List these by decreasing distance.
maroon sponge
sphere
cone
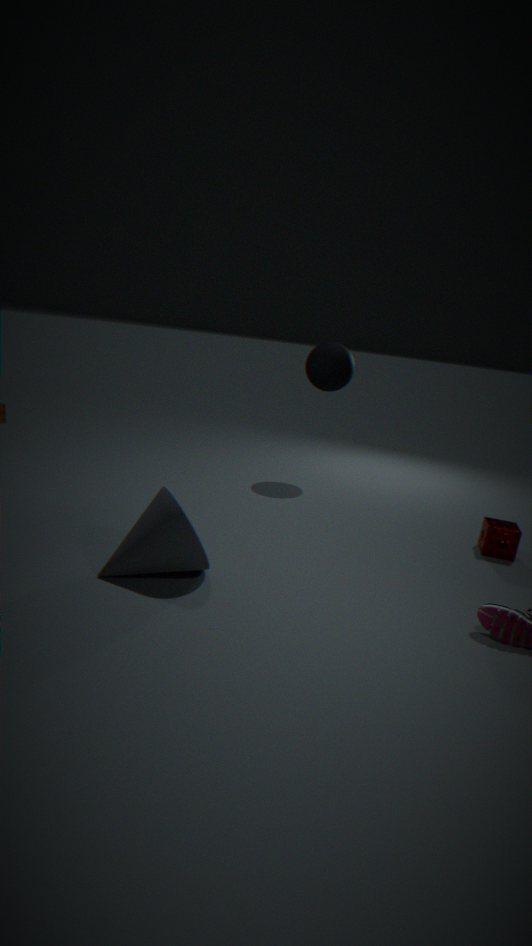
sphere, maroon sponge, cone
